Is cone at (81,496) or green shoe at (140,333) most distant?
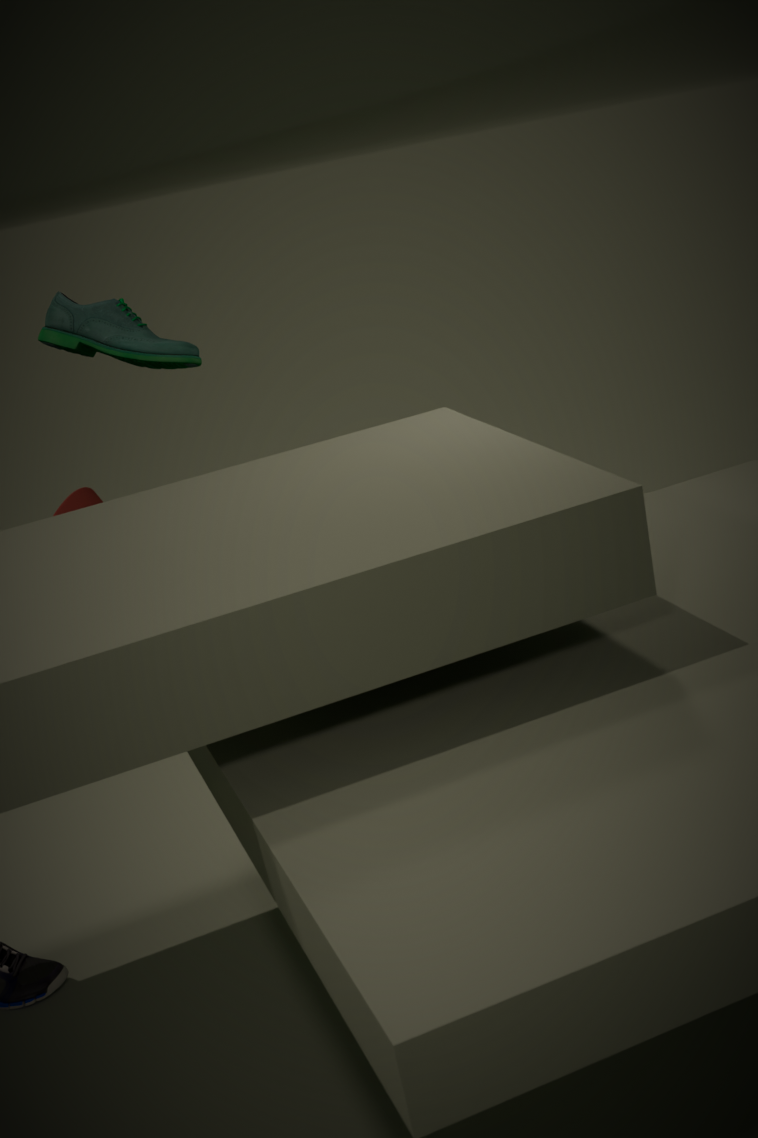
cone at (81,496)
